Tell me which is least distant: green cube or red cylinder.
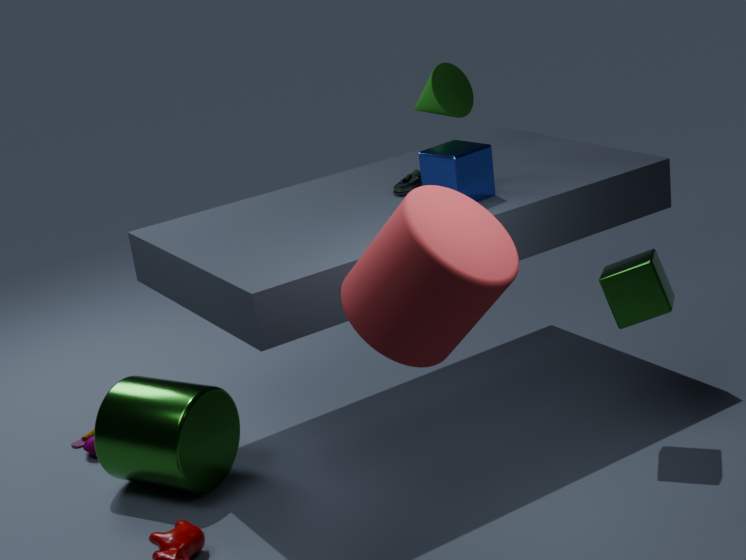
red cylinder
